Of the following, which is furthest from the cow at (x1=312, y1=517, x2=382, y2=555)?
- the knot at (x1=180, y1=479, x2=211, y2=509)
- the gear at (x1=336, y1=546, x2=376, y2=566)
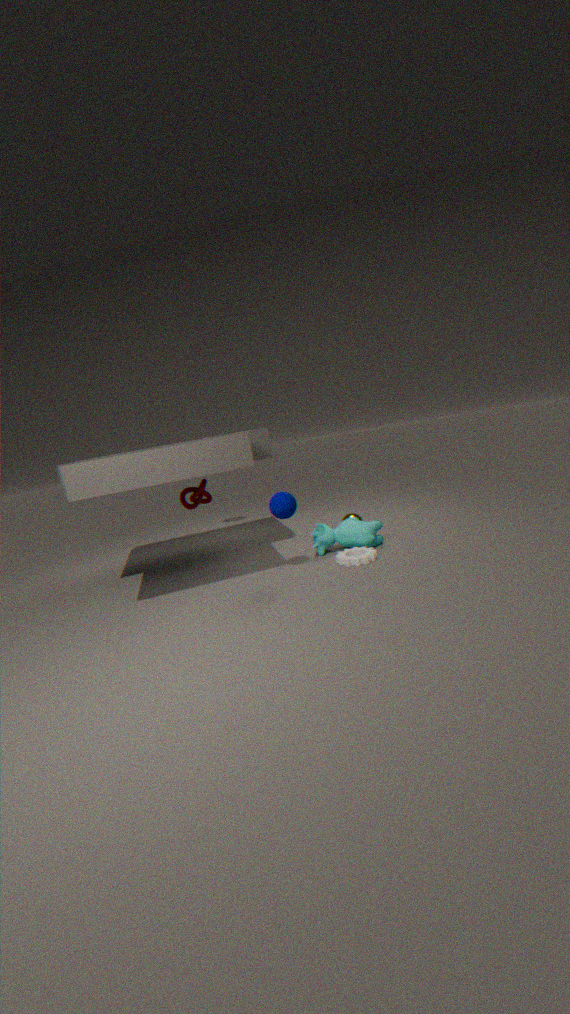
the knot at (x1=180, y1=479, x2=211, y2=509)
